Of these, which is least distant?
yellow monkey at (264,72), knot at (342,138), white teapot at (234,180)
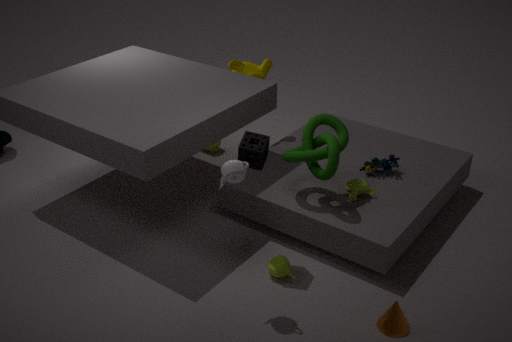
white teapot at (234,180)
